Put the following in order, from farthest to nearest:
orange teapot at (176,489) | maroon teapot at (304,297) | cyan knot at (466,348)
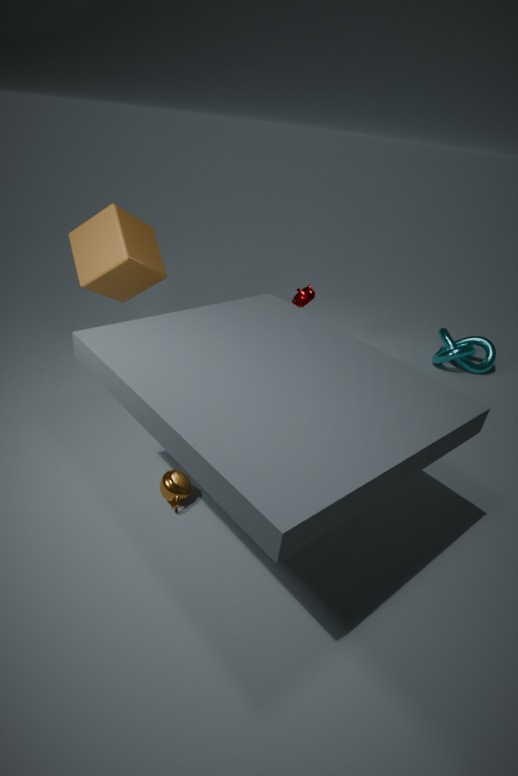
cyan knot at (466,348) < maroon teapot at (304,297) < orange teapot at (176,489)
